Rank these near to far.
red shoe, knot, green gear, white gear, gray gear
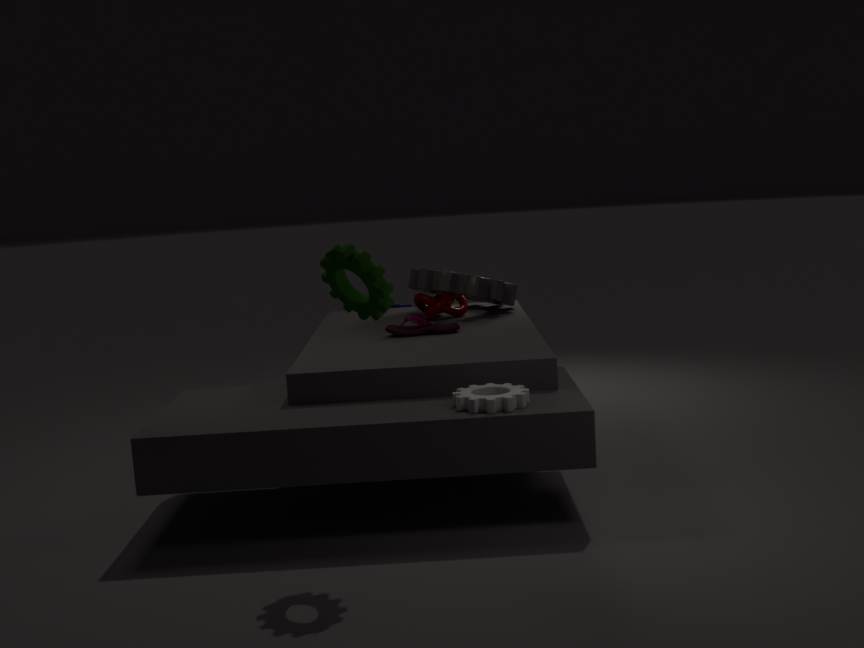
green gear < white gear < red shoe < knot < gray gear
